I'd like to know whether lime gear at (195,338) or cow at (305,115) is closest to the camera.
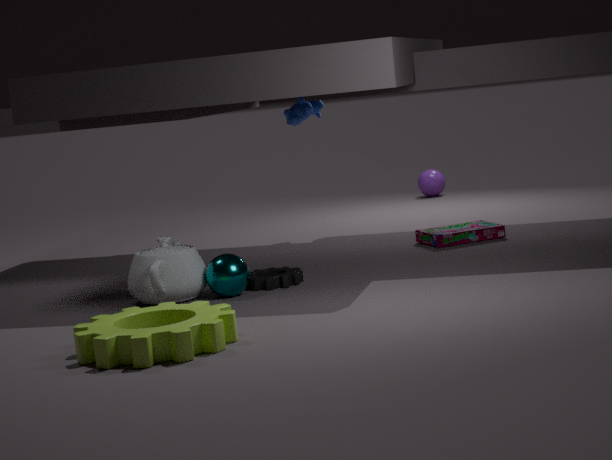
lime gear at (195,338)
